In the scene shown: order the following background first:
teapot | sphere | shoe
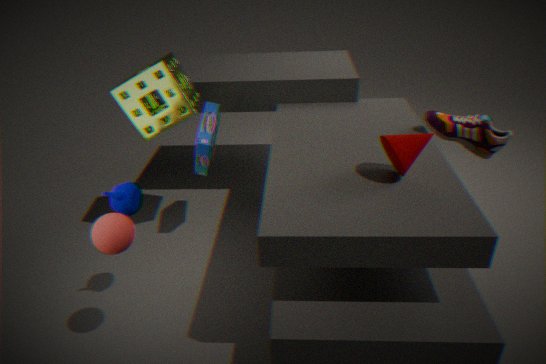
1. shoe
2. teapot
3. sphere
